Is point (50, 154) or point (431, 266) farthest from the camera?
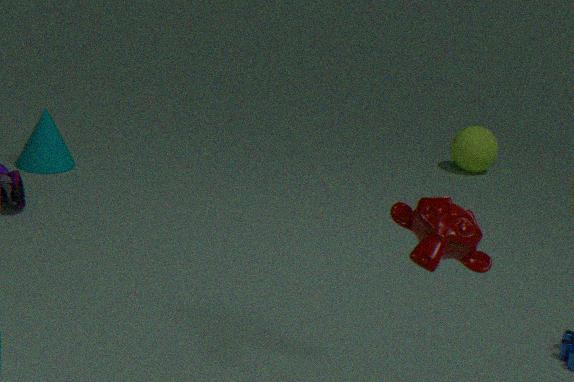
point (50, 154)
